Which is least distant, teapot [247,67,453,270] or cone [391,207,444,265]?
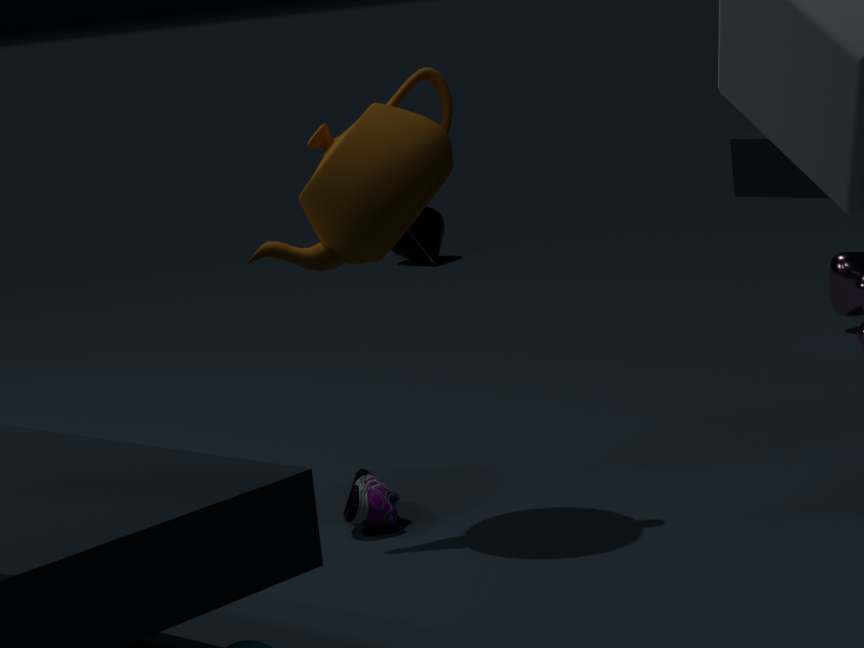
teapot [247,67,453,270]
